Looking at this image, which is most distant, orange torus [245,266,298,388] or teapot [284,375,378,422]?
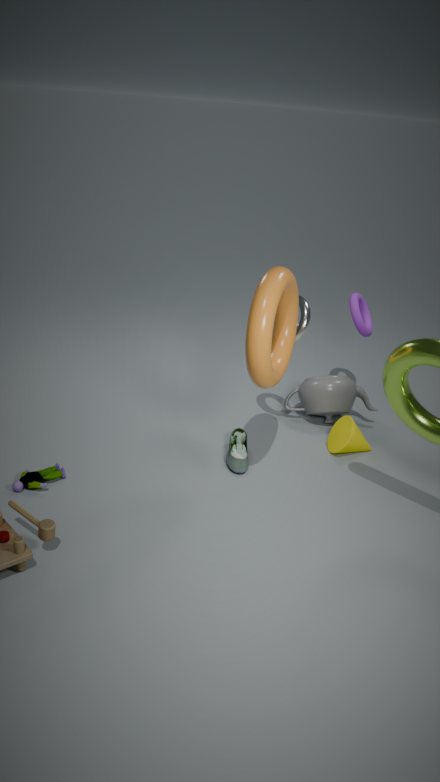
teapot [284,375,378,422]
